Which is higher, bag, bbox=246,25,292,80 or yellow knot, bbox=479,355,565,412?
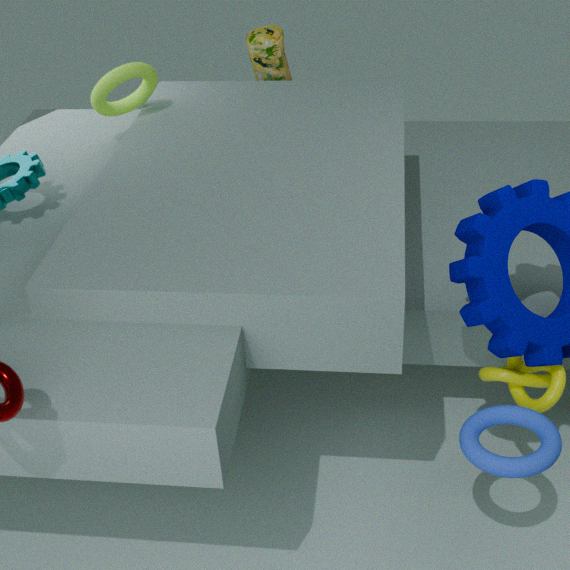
bag, bbox=246,25,292,80
